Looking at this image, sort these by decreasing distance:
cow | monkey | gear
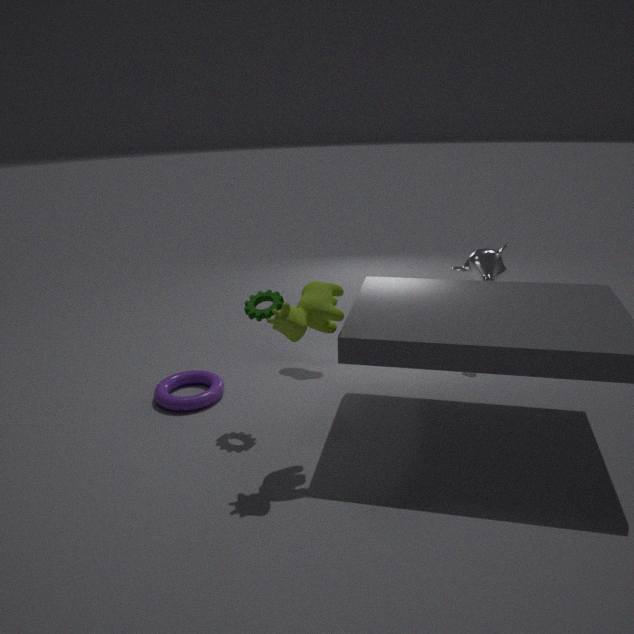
monkey, gear, cow
